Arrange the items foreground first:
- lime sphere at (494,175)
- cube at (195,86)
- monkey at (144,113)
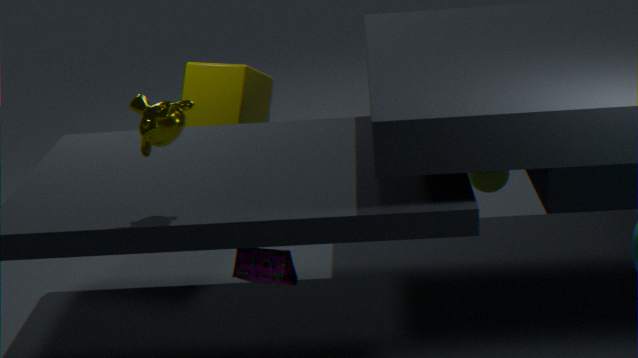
monkey at (144,113), lime sphere at (494,175), cube at (195,86)
